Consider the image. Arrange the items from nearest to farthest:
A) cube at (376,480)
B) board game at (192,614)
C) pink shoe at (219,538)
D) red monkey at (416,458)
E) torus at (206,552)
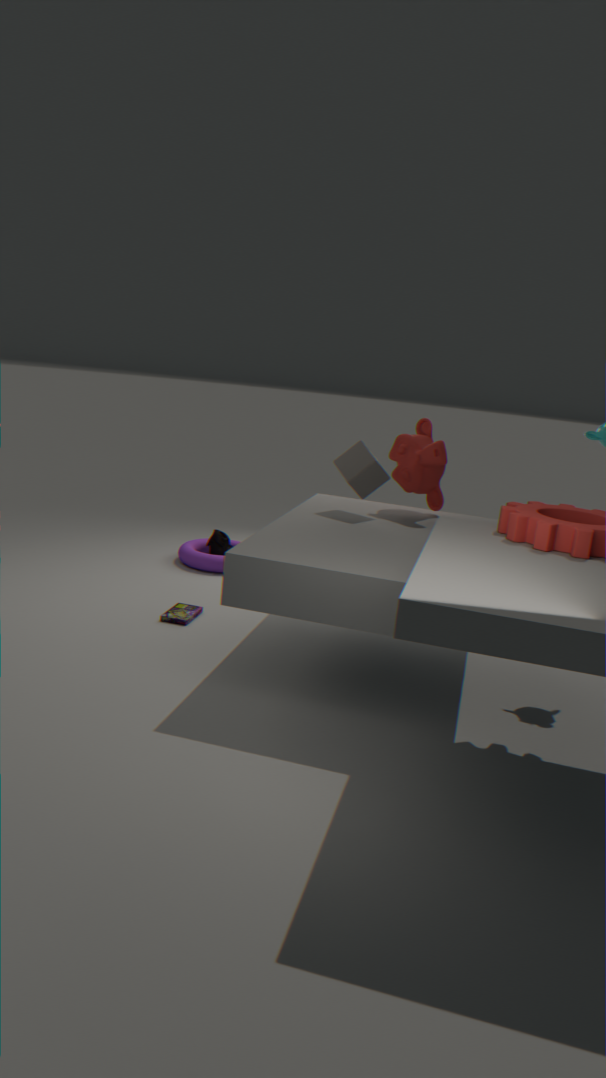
cube at (376,480) < board game at (192,614) < red monkey at (416,458) < torus at (206,552) < pink shoe at (219,538)
